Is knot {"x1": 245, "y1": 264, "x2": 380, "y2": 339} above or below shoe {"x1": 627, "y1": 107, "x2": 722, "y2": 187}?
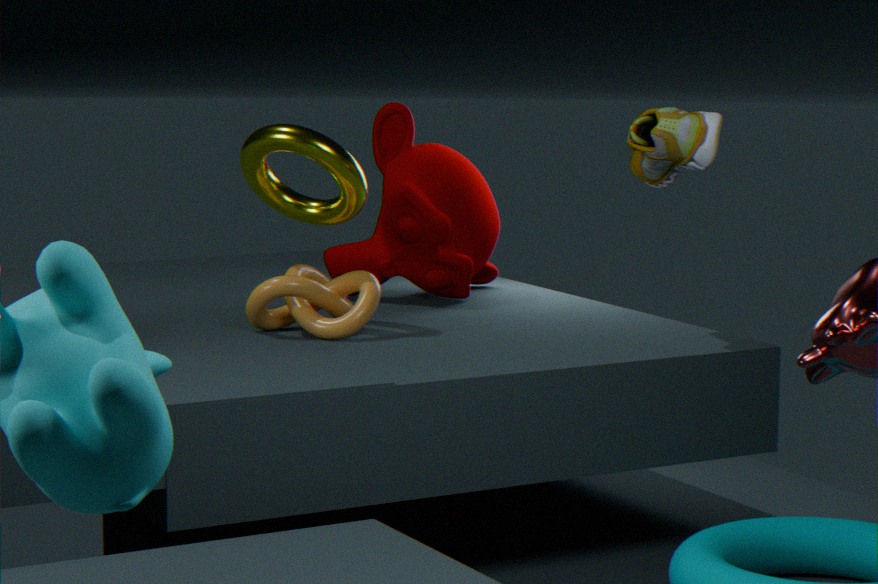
below
